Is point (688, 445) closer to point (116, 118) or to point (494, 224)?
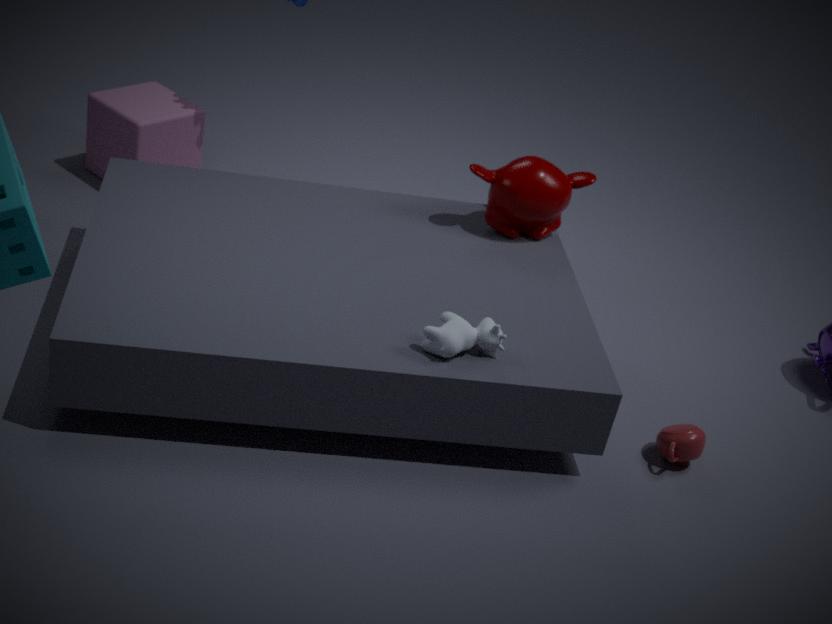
point (494, 224)
